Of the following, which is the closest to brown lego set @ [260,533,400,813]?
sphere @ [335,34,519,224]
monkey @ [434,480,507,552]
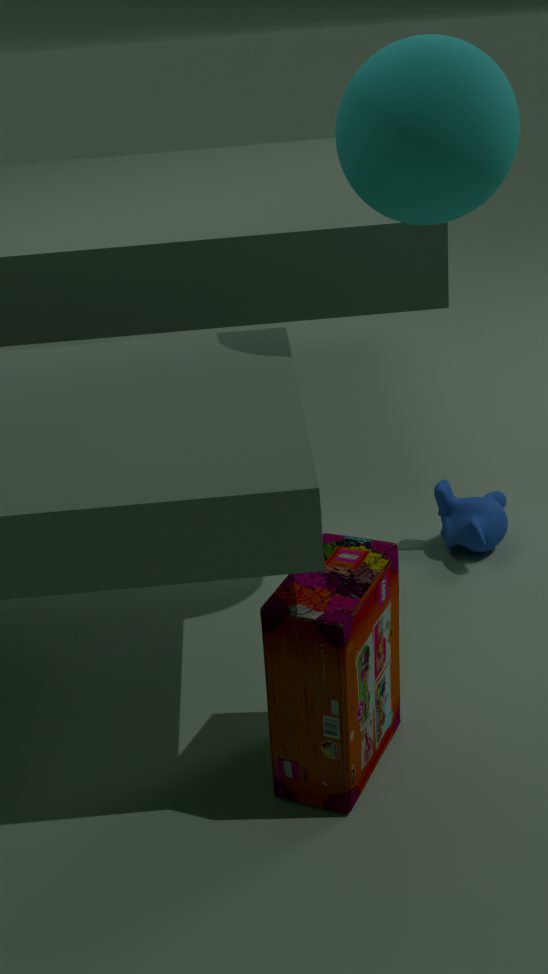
monkey @ [434,480,507,552]
